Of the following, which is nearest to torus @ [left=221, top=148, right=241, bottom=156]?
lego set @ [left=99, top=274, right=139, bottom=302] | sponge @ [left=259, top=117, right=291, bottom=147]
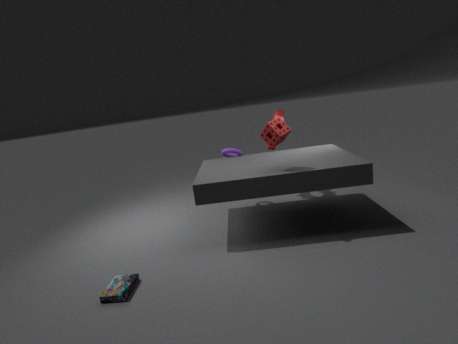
sponge @ [left=259, top=117, right=291, bottom=147]
